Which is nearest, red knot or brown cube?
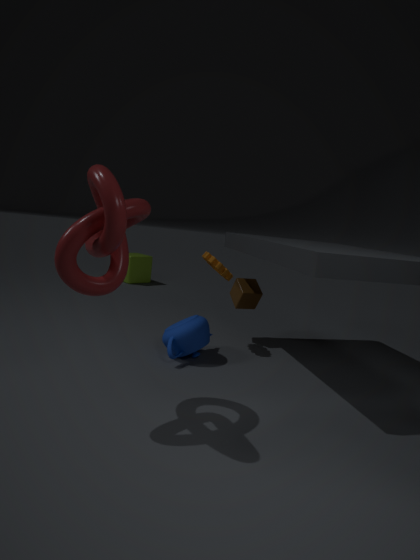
red knot
